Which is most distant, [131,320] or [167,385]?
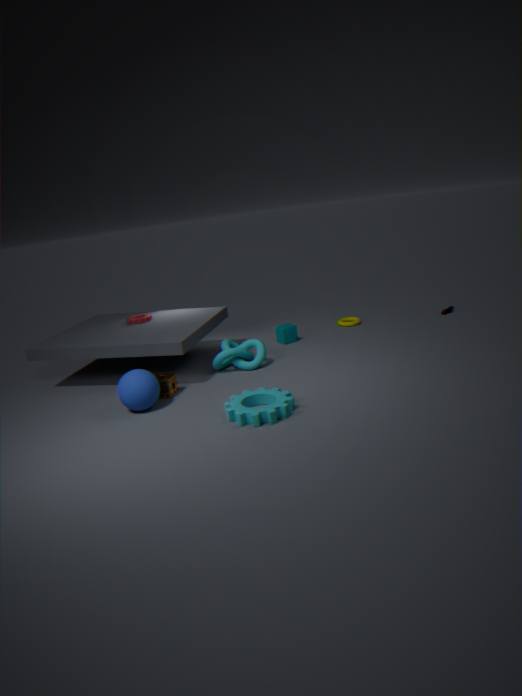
[131,320]
